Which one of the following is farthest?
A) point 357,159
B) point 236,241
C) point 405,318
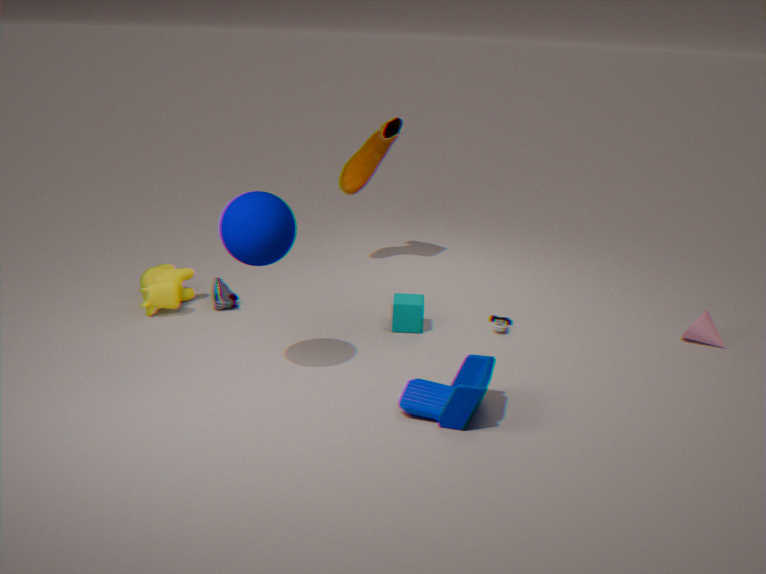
A. point 357,159
